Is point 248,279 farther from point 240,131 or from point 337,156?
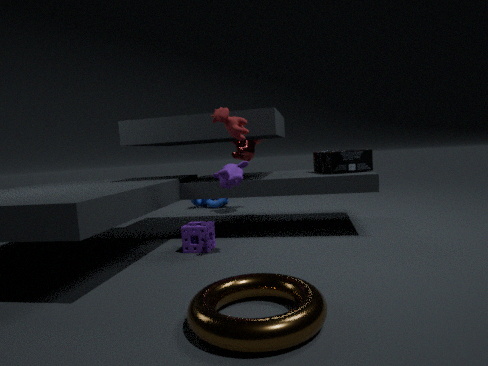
point 337,156
